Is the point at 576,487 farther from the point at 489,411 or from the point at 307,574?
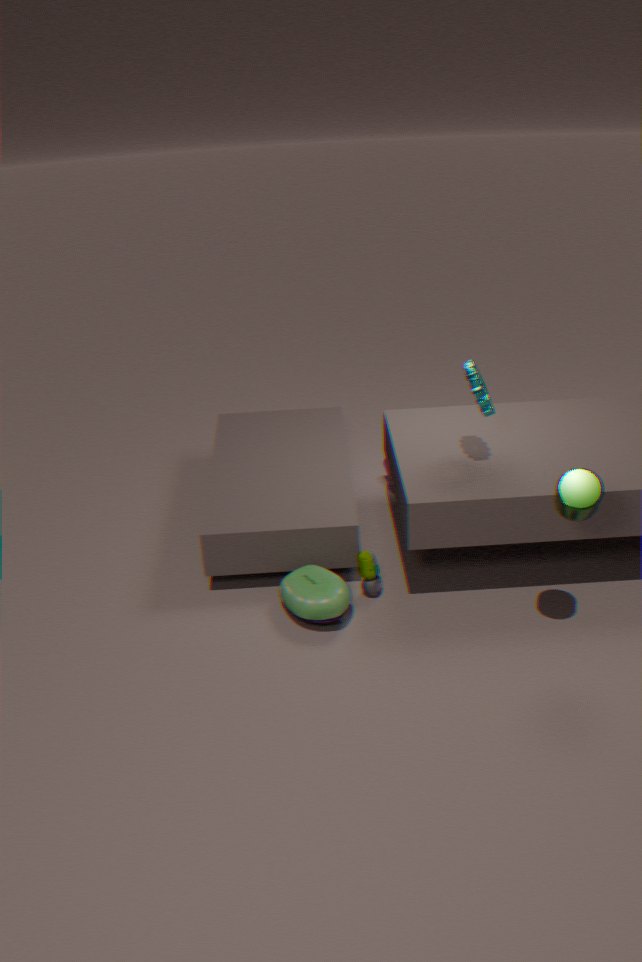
the point at 307,574
